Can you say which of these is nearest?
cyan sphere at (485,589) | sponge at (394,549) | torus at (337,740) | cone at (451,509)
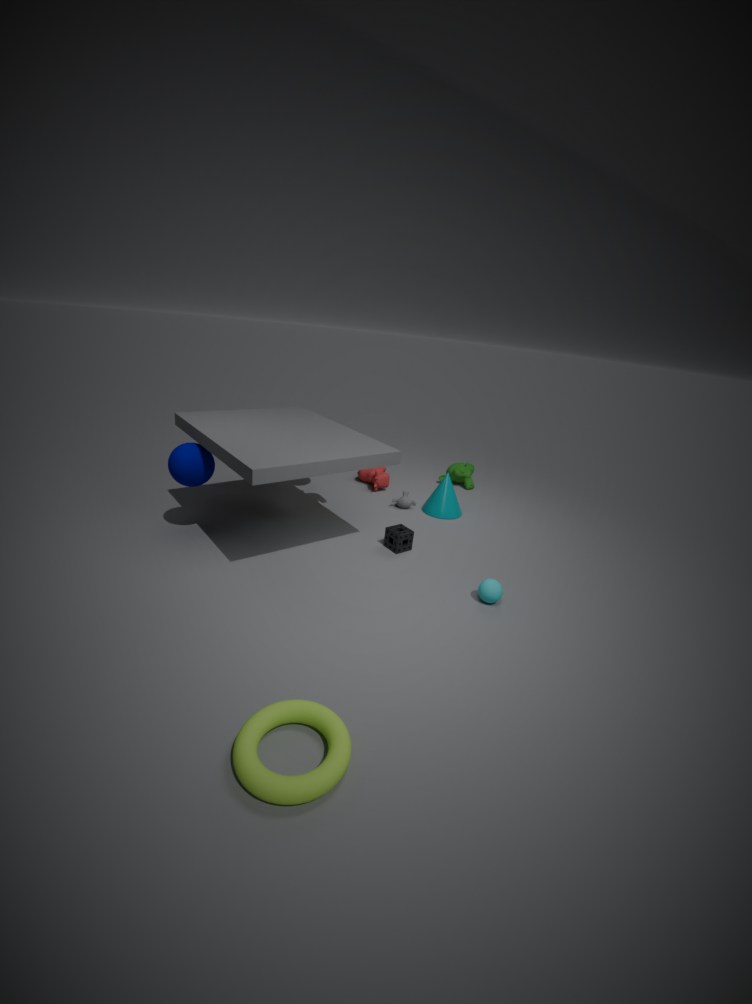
torus at (337,740)
